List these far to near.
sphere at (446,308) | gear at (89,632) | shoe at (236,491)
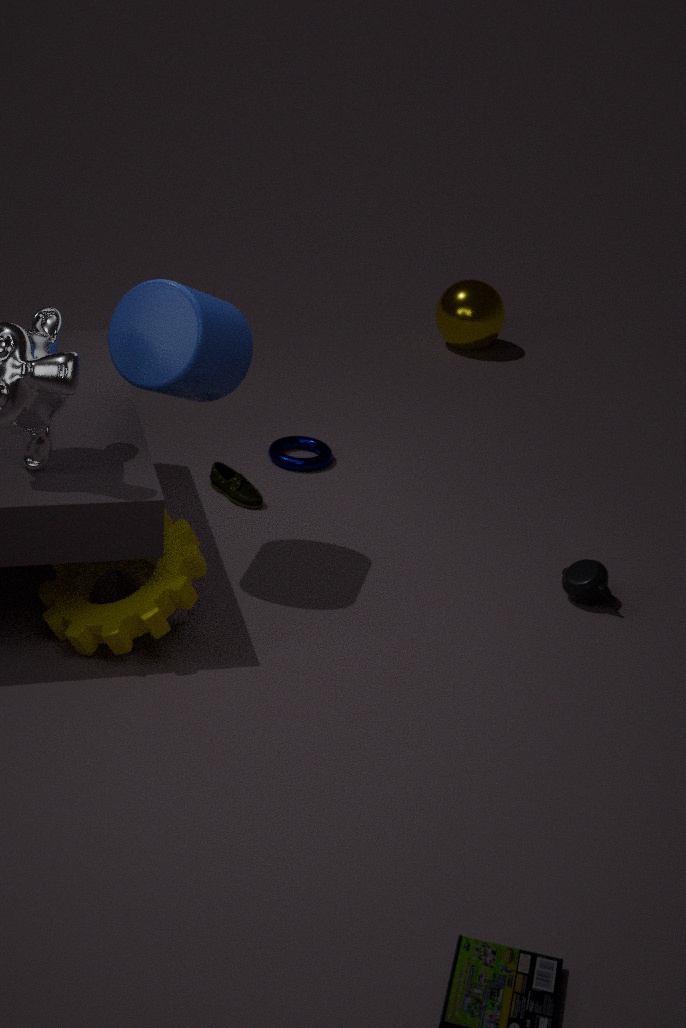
sphere at (446,308) < shoe at (236,491) < gear at (89,632)
